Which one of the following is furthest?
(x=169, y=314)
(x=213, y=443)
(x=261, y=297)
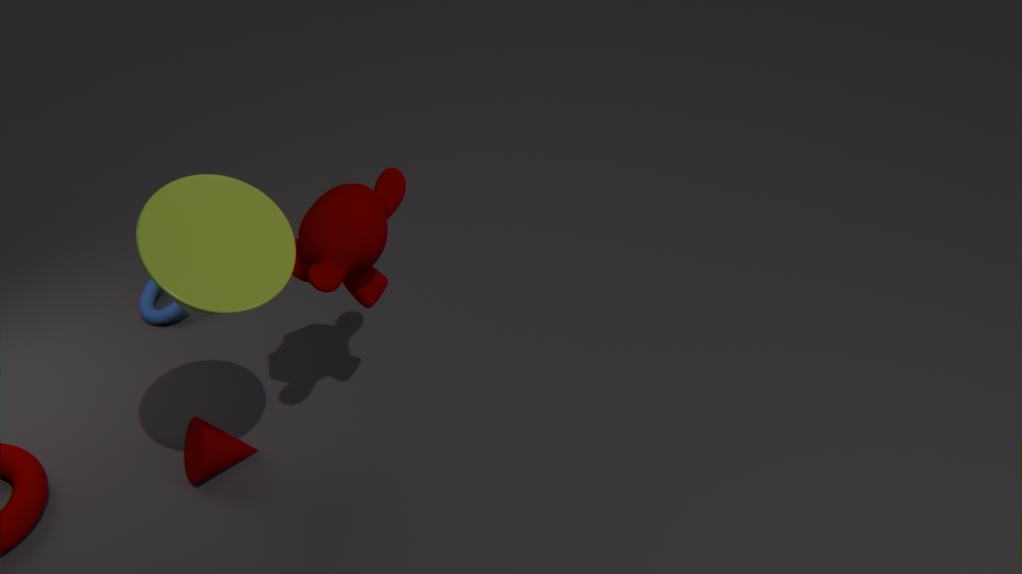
(x=169, y=314)
